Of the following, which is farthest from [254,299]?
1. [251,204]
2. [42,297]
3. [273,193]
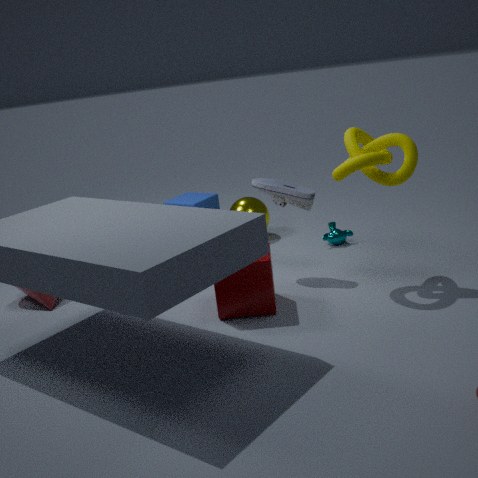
[42,297]
